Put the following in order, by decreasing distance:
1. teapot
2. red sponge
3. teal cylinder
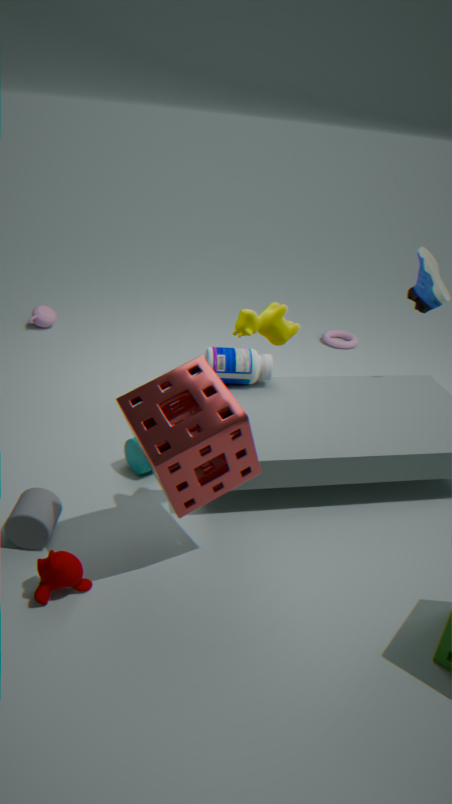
teapot < teal cylinder < red sponge
